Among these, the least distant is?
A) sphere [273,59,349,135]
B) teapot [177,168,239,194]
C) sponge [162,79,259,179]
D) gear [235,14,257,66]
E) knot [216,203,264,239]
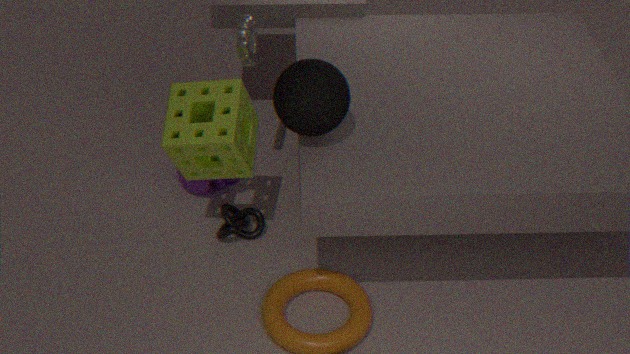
sphere [273,59,349,135]
